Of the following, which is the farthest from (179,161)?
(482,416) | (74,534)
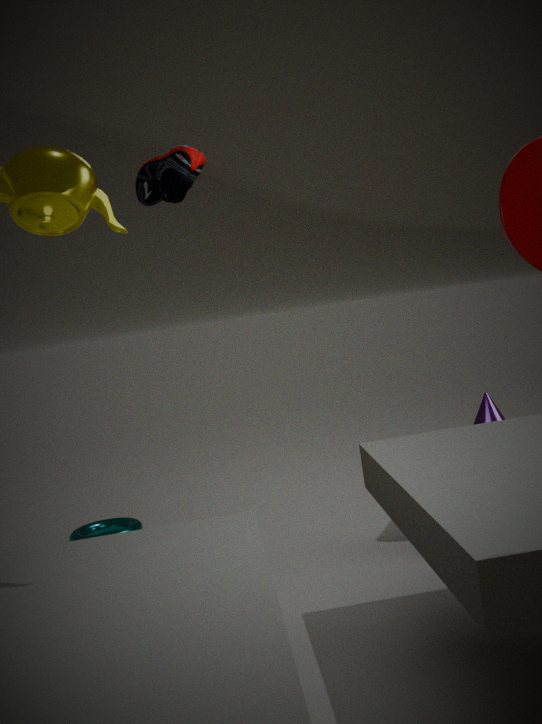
(74,534)
